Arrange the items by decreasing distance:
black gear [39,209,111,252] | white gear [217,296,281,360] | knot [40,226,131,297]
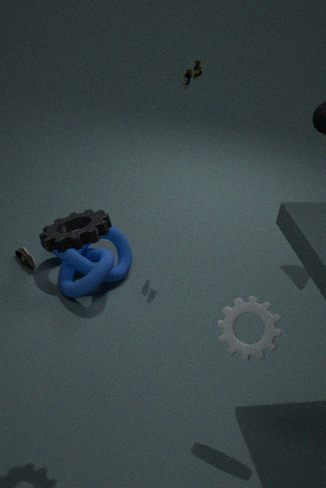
knot [40,226,131,297] < white gear [217,296,281,360] < black gear [39,209,111,252]
